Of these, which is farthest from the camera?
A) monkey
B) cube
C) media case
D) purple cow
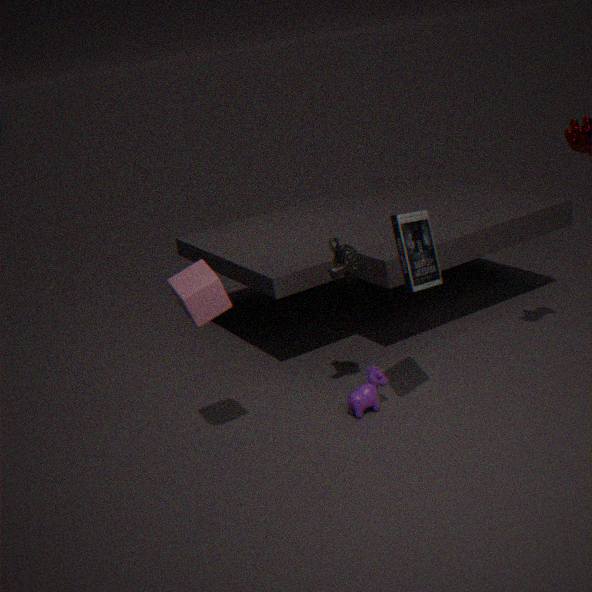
purple cow
